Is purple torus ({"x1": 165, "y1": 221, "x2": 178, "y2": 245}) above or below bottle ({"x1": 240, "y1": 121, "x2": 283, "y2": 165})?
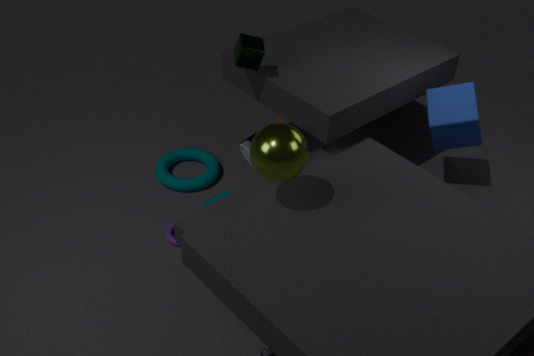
below
